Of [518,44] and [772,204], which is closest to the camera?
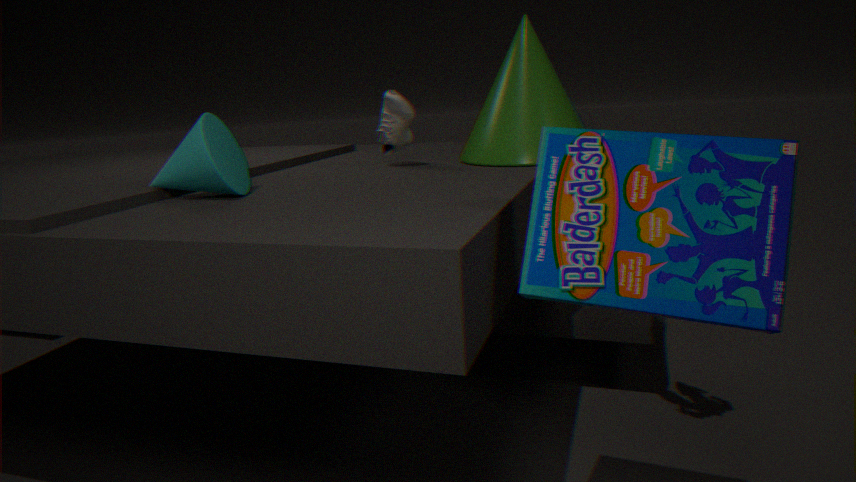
[772,204]
